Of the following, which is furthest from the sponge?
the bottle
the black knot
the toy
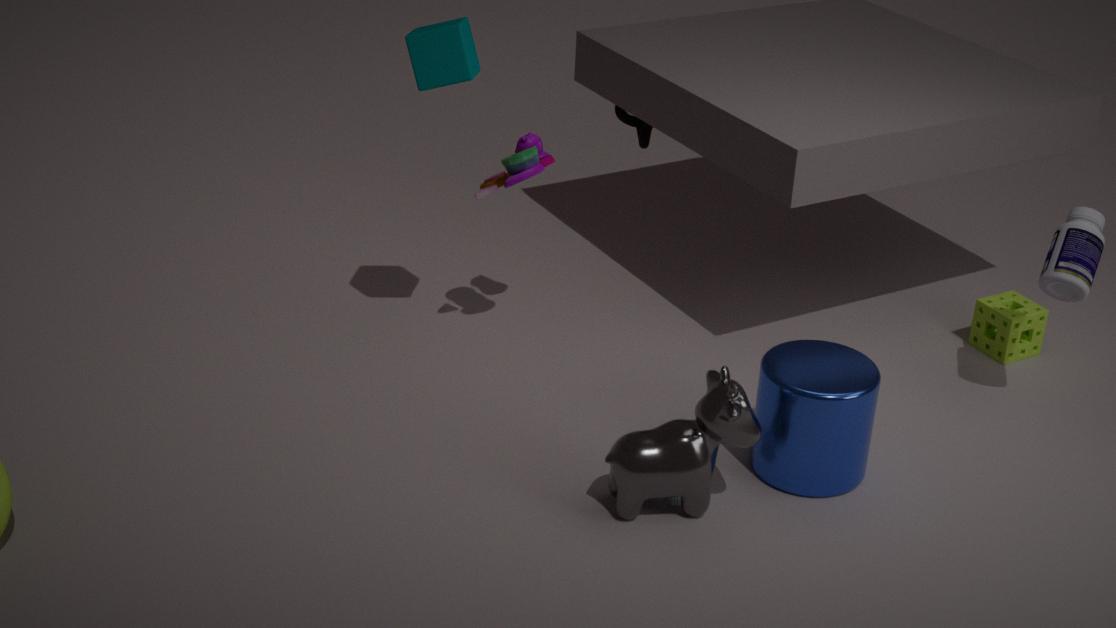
the toy
